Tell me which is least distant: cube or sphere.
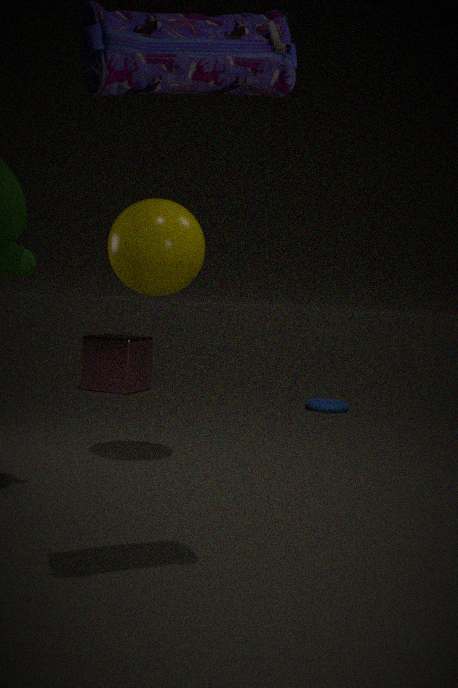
sphere
